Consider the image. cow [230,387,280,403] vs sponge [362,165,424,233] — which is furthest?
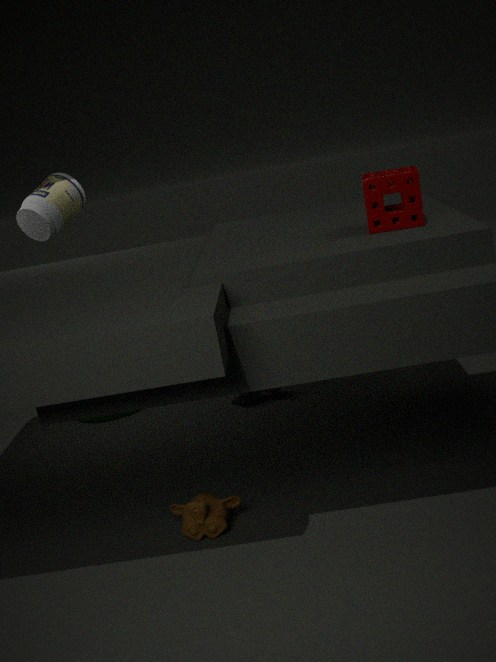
cow [230,387,280,403]
